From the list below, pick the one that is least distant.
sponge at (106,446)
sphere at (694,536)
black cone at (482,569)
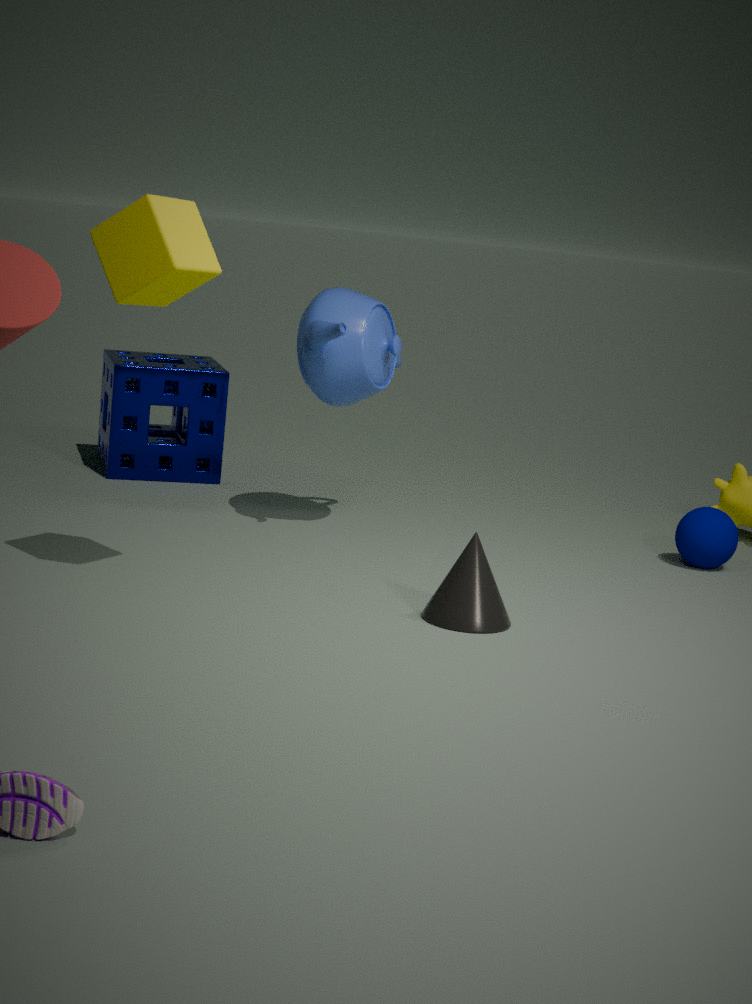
black cone at (482,569)
